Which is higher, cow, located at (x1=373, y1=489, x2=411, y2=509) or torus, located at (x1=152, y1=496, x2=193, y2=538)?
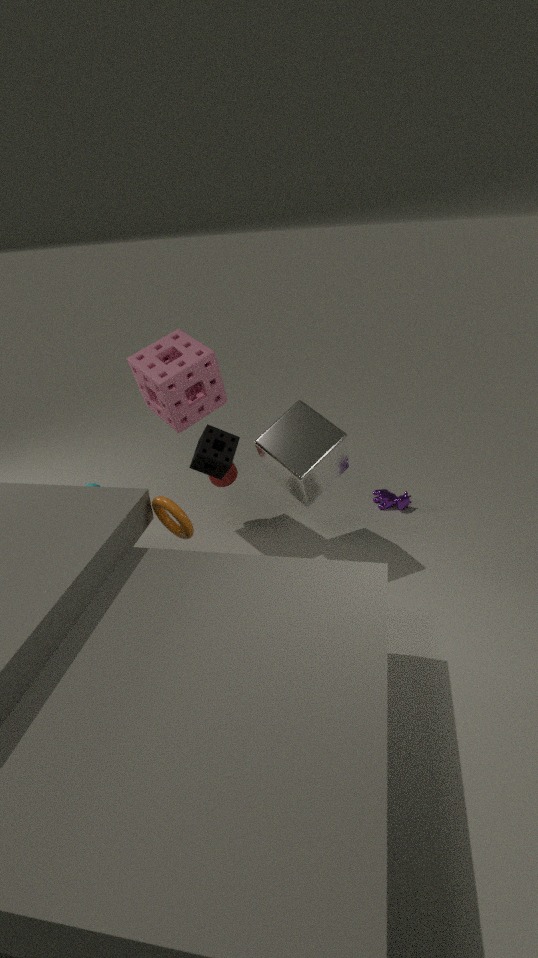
torus, located at (x1=152, y1=496, x2=193, y2=538)
